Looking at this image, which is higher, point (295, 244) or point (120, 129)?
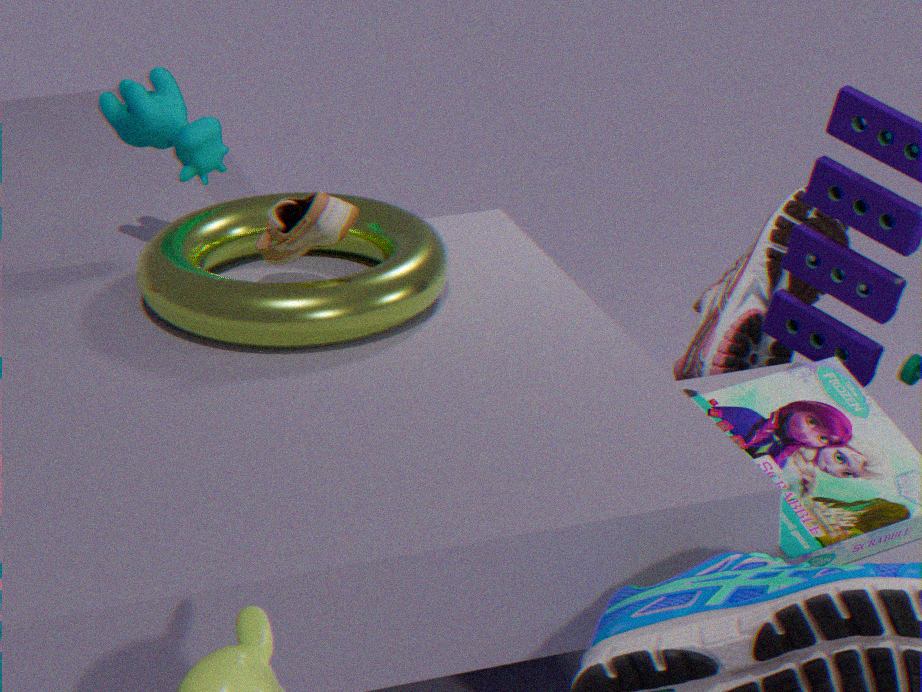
point (120, 129)
